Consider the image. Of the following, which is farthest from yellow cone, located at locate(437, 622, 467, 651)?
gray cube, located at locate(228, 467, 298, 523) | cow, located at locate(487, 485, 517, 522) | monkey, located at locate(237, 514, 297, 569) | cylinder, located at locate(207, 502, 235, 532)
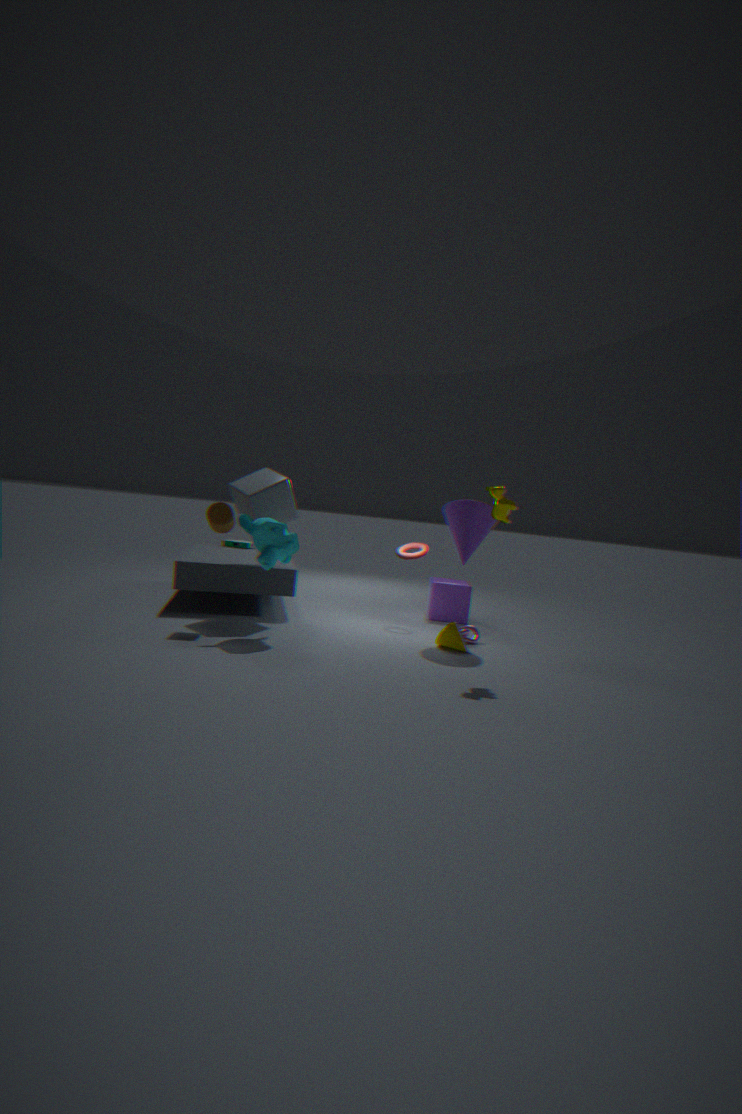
cylinder, located at locate(207, 502, 235, 532)
